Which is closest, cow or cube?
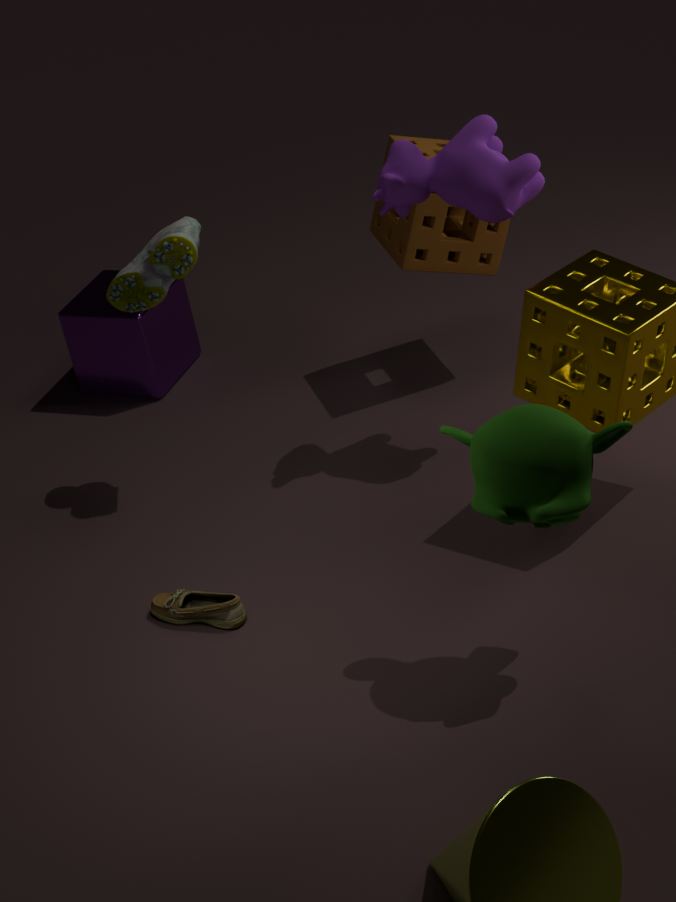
cow
